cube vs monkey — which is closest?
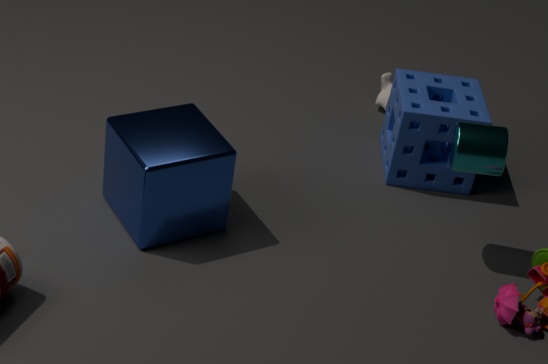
cube
